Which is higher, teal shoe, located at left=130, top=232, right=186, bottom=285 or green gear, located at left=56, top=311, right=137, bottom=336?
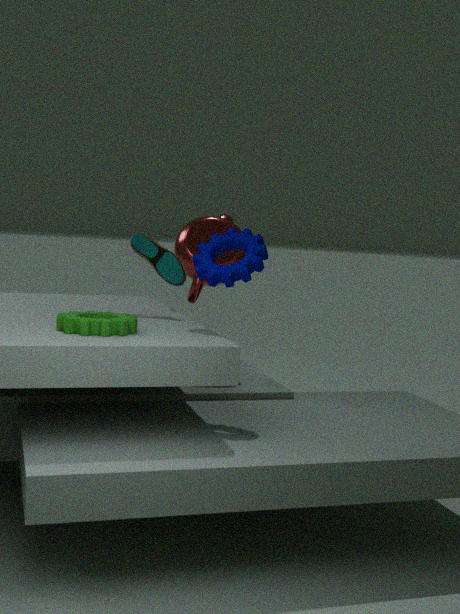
teal shoe, located at left=130, top=232, right=186, bottom=285
